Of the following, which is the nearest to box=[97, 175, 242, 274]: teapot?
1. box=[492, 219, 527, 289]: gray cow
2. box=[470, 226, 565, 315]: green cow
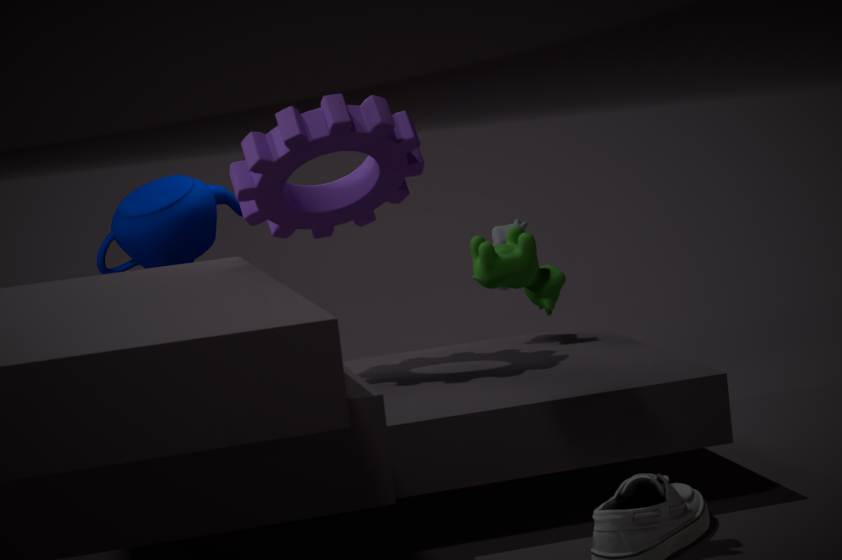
box=[492, 219, 527, 289]: gray cow
